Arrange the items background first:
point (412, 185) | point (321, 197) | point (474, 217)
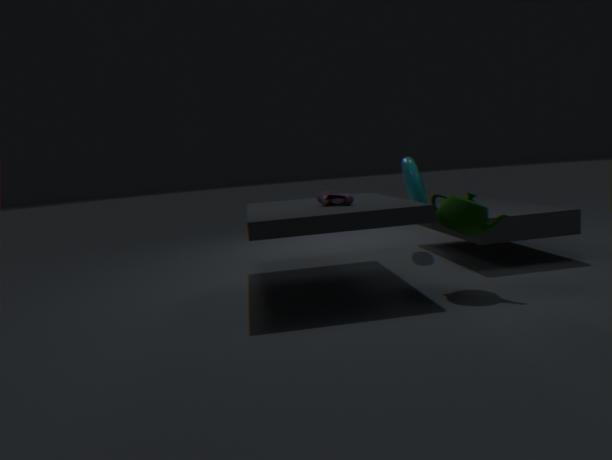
point (412, 185)
point (321, 197)
point (474, 217)
